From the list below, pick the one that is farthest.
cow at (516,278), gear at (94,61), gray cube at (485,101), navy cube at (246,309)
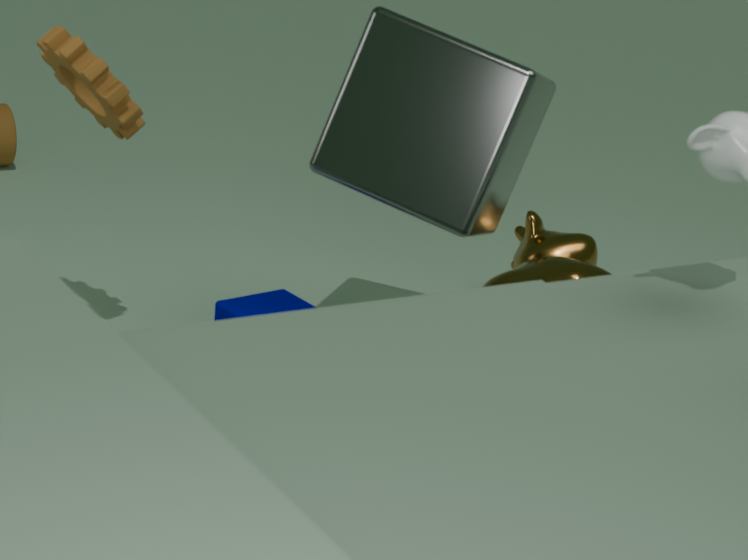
cow at (516,278)
